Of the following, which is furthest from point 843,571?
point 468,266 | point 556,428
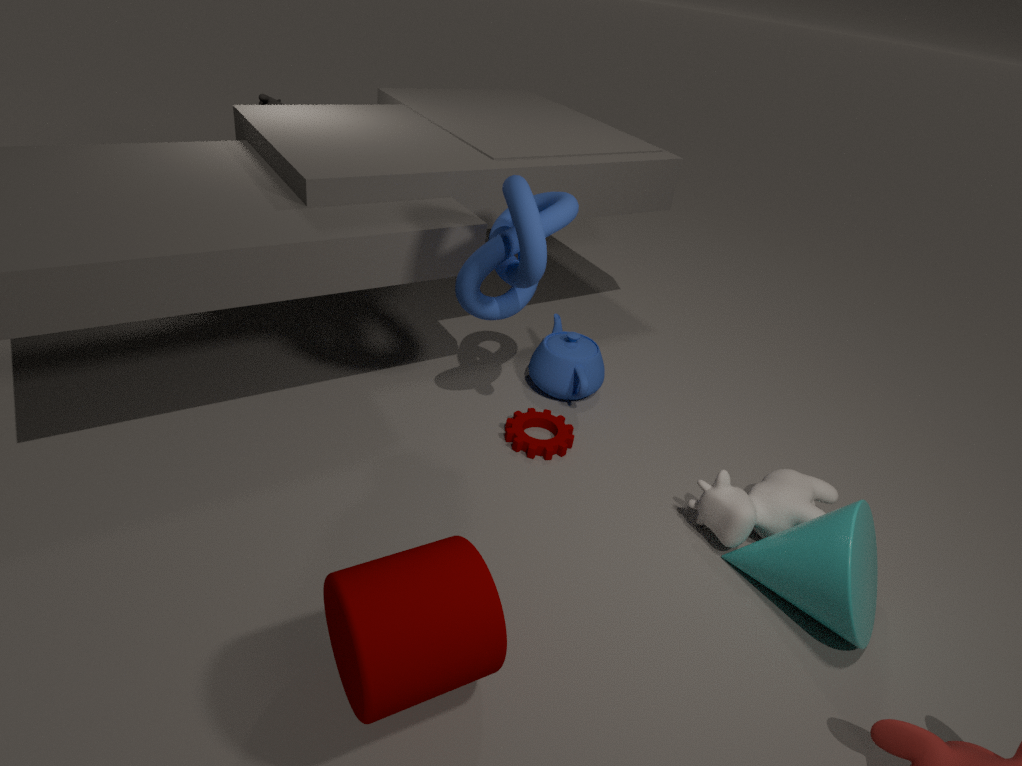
point 468,266
